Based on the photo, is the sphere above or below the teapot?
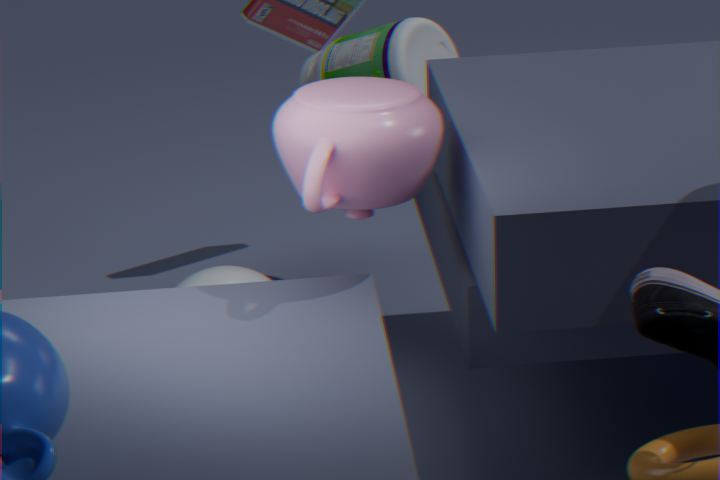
below
